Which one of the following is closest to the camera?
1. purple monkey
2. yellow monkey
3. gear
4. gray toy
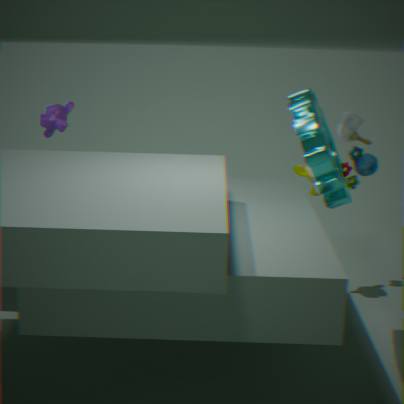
gear
